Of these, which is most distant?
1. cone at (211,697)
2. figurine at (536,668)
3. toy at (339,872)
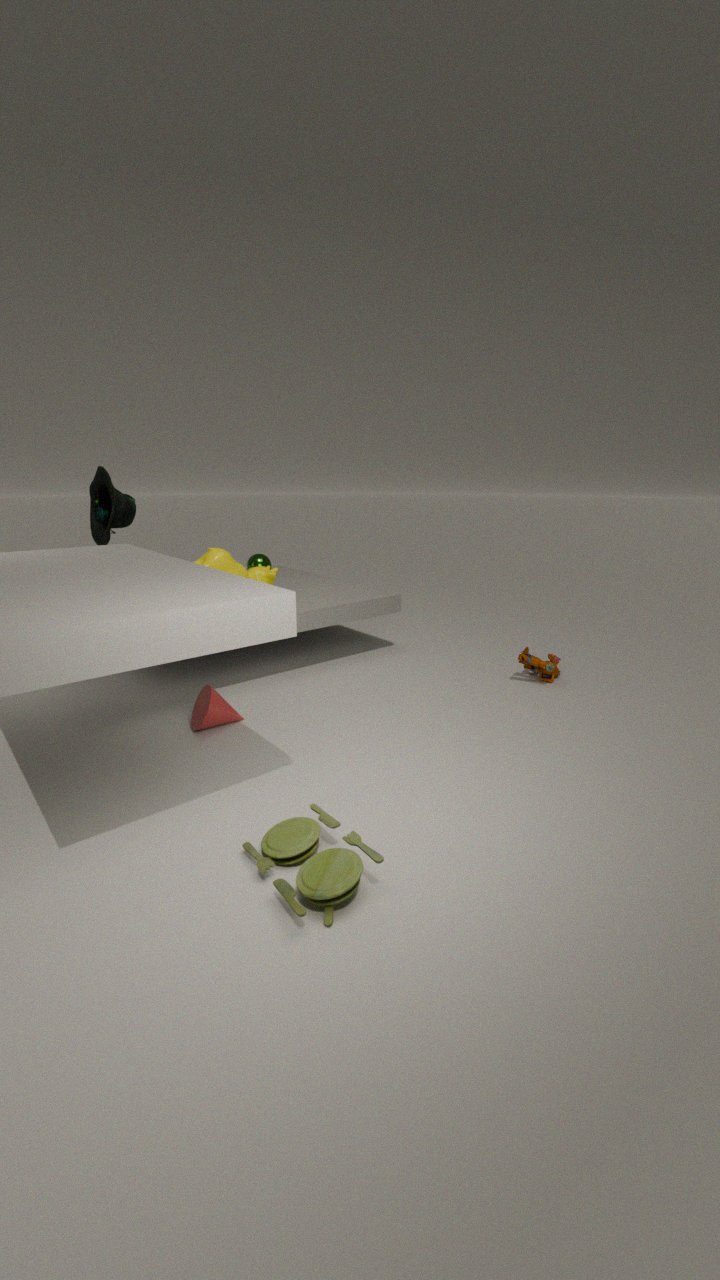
figurine at (536,668)
